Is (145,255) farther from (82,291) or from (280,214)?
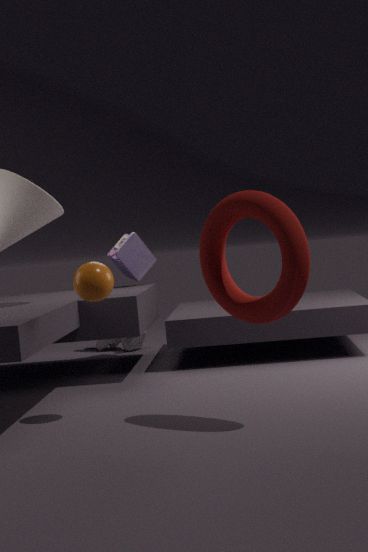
(280,214)
